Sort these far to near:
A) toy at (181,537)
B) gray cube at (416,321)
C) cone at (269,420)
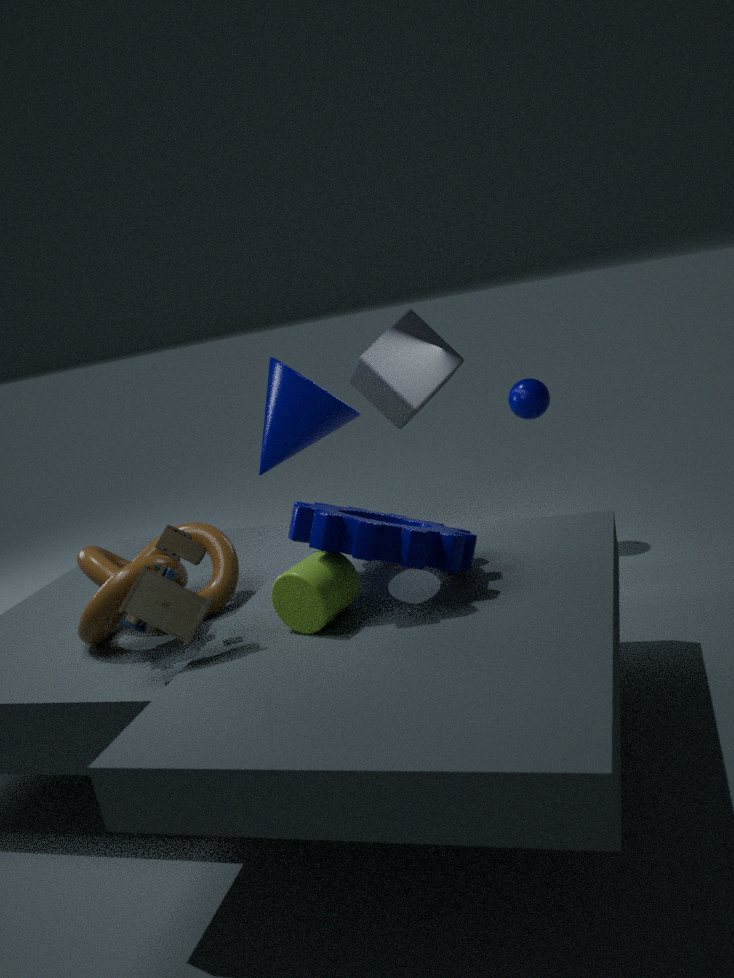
gray cube at (416,321)
cone at (269,420)
toy at (181,537)
